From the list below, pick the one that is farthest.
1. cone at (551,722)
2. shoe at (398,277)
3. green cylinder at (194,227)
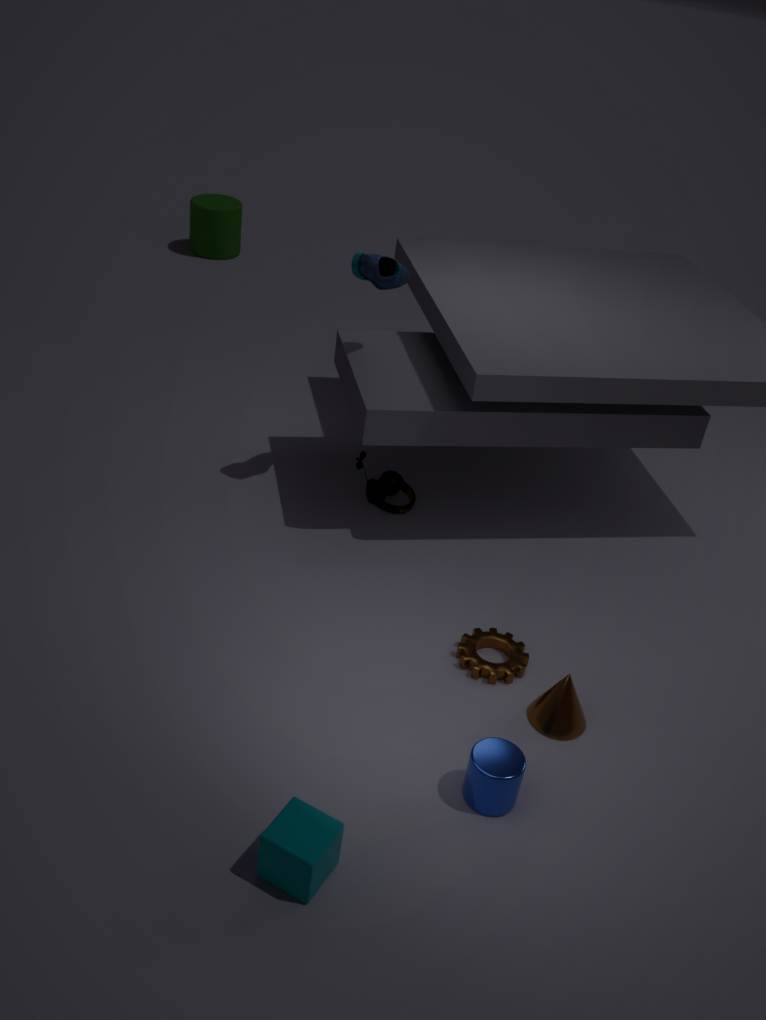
green cylinder at (194,227)
